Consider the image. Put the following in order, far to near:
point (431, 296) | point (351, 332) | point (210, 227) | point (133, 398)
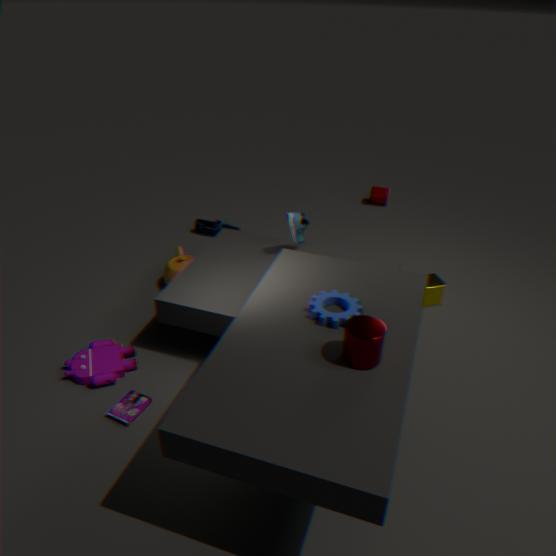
1. point (210, 227)
2. point (431, 296)
3. point (133, 398)
4. point (351, 332)
